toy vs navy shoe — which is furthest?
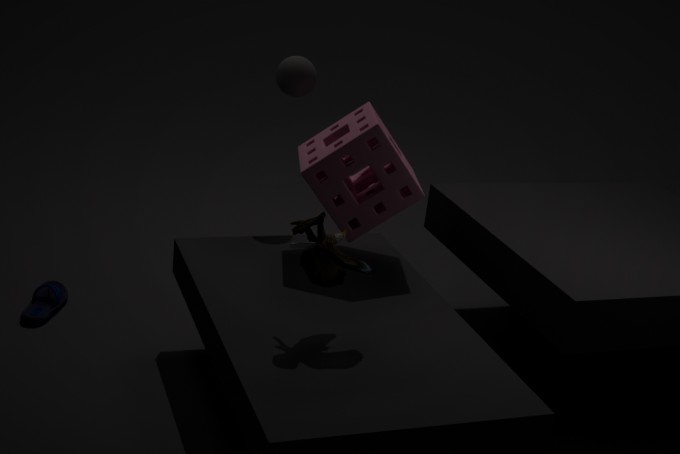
navy shoe
